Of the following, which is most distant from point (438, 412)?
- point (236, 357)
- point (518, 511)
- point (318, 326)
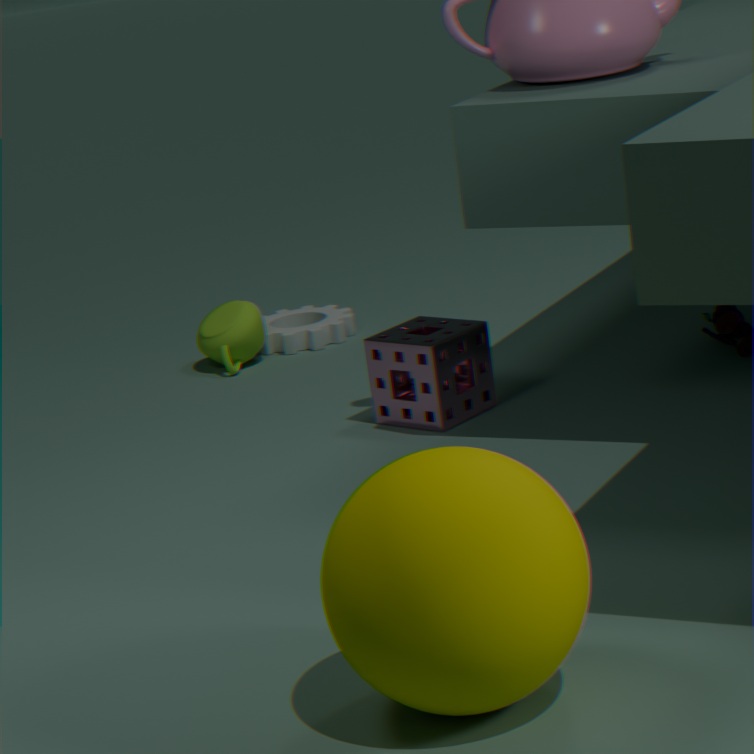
point (518, 511)
